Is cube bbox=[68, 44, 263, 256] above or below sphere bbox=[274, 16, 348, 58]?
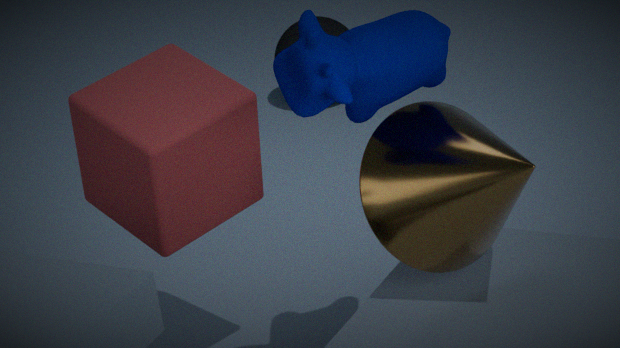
above
